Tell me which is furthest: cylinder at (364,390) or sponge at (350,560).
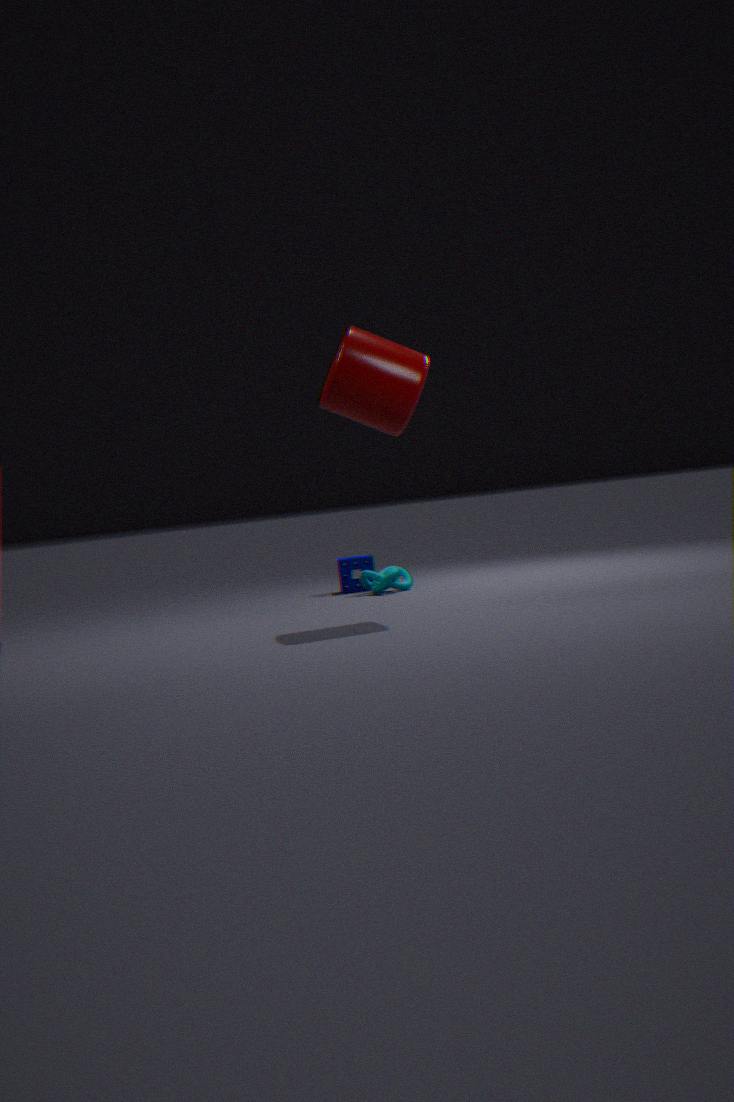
sponge at (350,560)
